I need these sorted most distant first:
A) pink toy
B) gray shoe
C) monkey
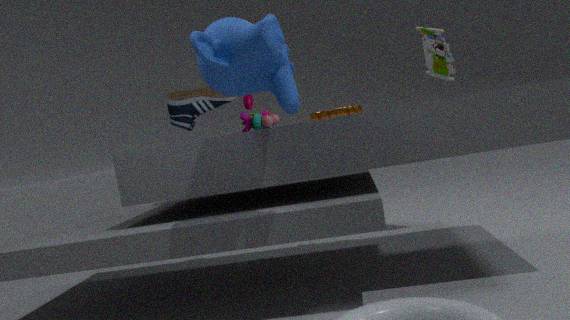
1. gray shoe
2. pink toy
3. monkey
